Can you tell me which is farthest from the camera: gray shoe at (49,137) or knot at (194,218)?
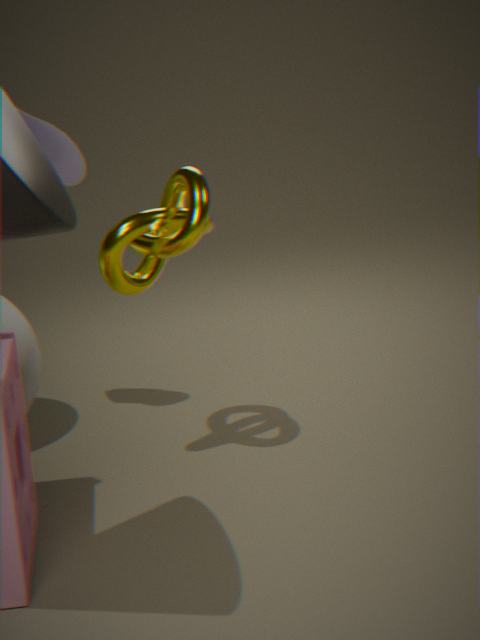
gray shoe at (49,137)
